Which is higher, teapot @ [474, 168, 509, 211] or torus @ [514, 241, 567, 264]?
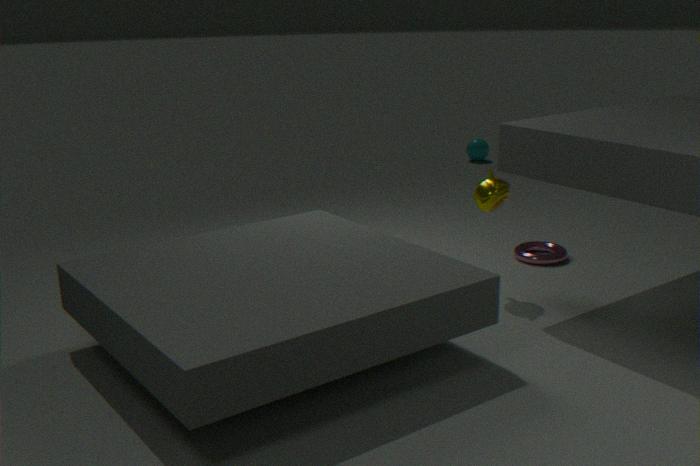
teapot @ [474, 168, 509, 211]
